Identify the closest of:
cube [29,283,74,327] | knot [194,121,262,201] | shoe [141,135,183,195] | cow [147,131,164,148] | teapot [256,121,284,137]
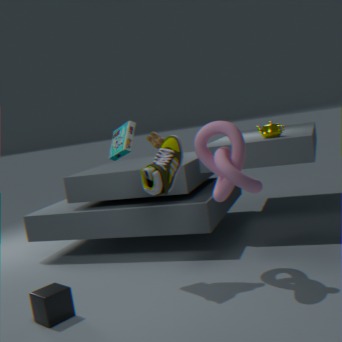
cube [29,283,74,327]
